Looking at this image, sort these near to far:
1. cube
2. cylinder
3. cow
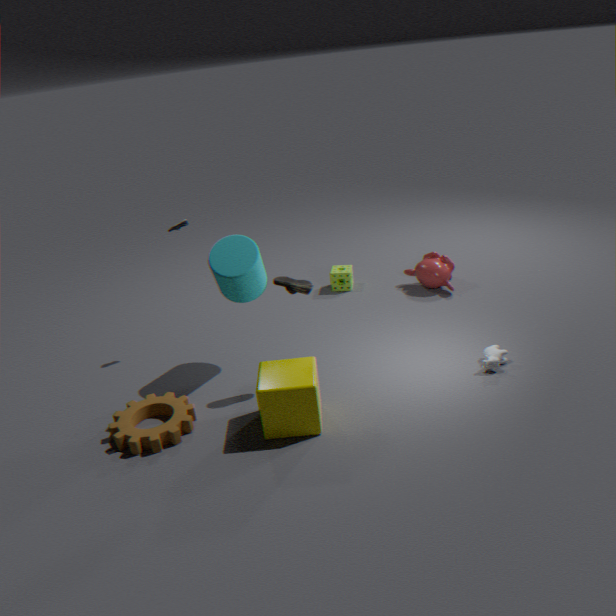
cube, cow, cylinder
